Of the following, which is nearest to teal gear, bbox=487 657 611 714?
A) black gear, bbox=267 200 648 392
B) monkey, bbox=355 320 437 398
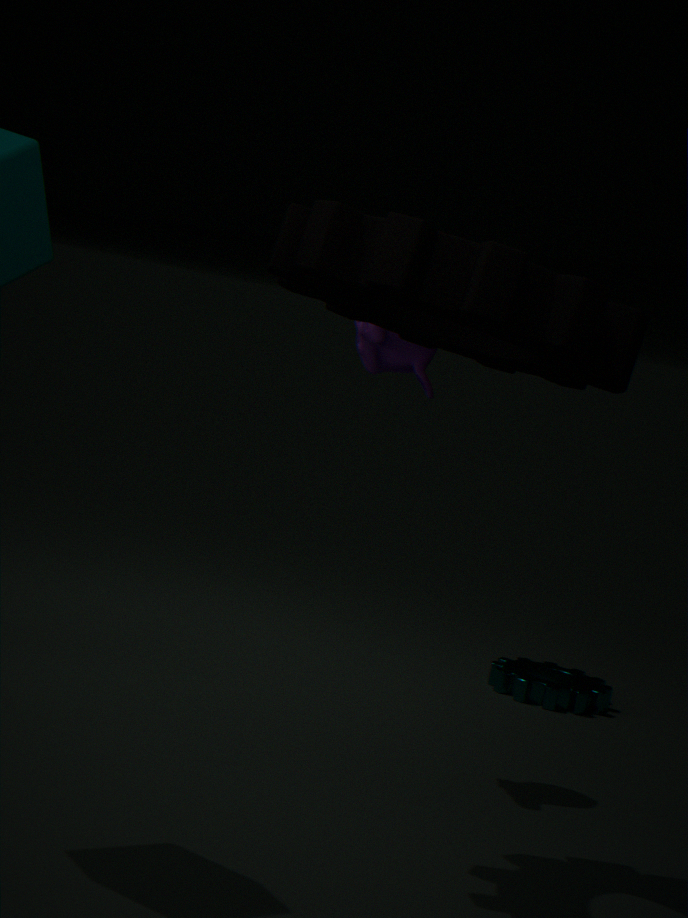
monkey, bbox=355 320 437 398
